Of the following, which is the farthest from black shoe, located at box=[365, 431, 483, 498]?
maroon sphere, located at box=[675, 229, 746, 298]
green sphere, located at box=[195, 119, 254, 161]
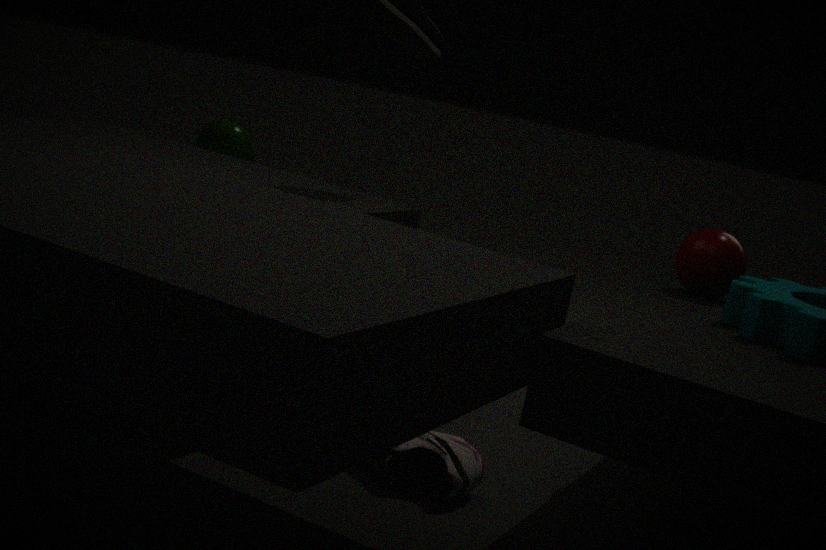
green sphere, located at box=[195, 119, 254, 161]
